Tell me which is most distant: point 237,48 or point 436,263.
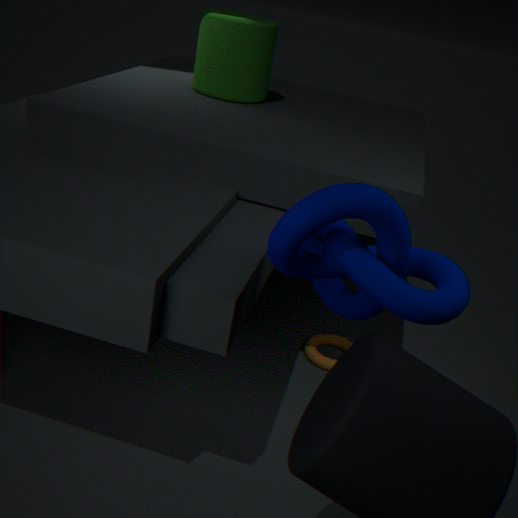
point 237,48
